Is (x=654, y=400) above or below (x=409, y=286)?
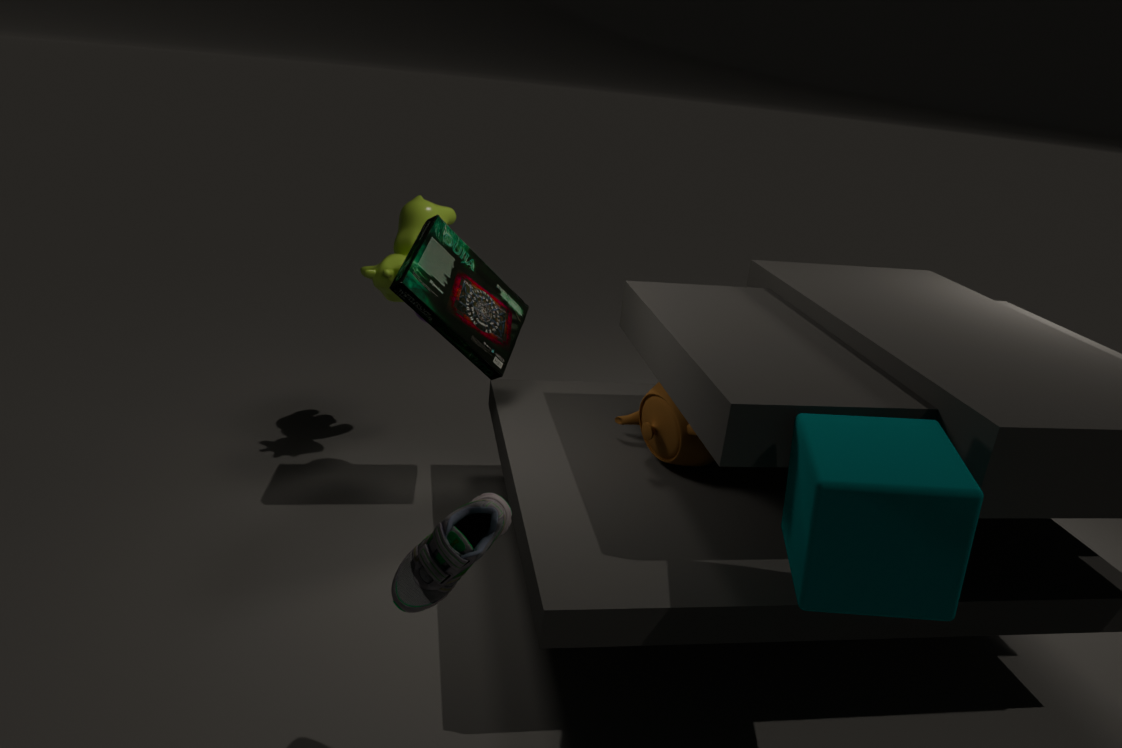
below
